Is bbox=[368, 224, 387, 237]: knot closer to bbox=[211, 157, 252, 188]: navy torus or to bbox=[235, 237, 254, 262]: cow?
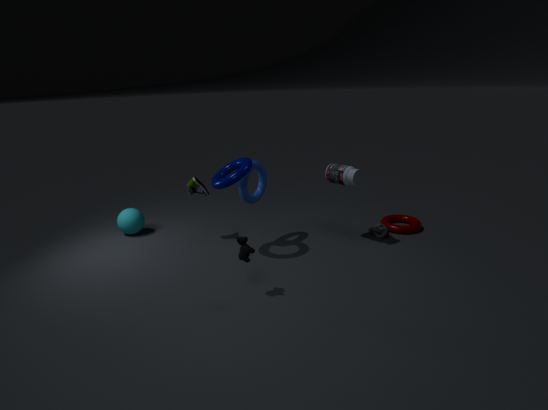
bbox=[211, 157, 252, 188]: navy torus
